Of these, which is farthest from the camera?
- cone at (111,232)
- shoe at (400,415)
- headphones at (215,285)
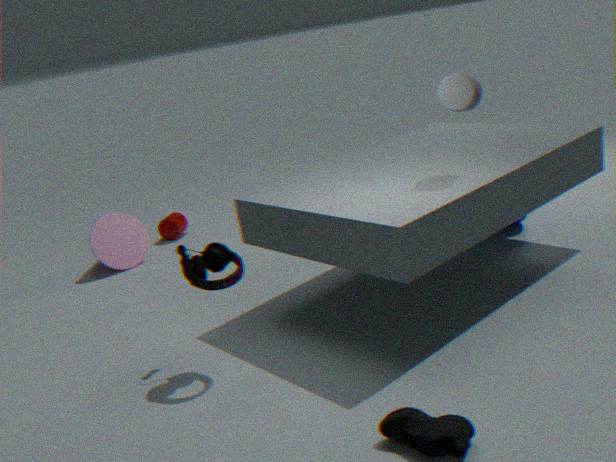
cone at (111,232)
